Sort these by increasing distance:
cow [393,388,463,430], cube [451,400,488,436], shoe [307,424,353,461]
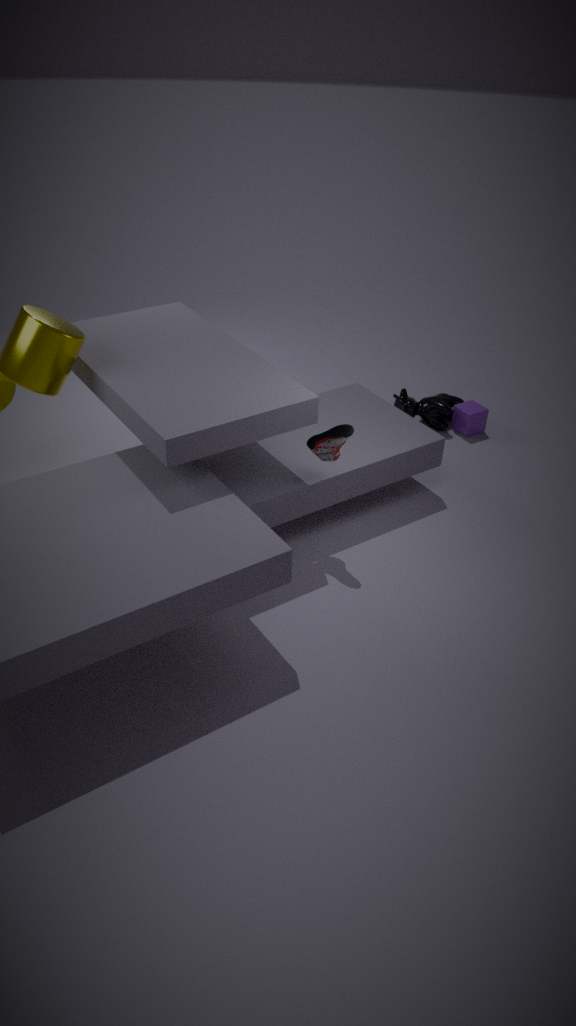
shoe [307,424,353,461], cube [451,400,488,436], cow [393,388,463,430]
